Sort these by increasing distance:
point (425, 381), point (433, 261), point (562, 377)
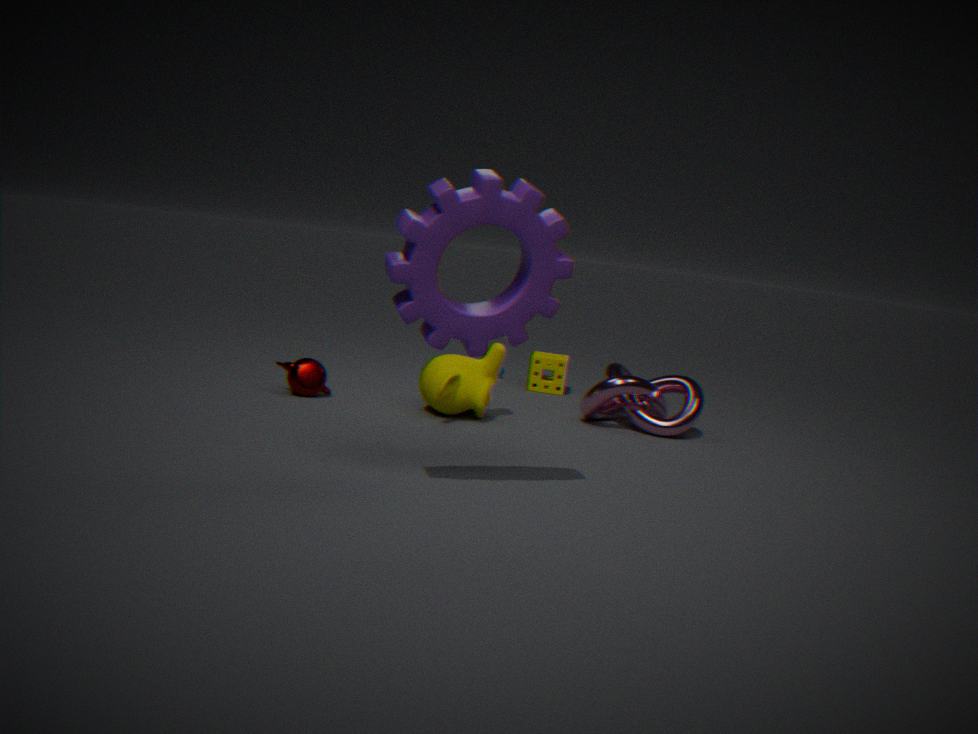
1. point (433, 261)
2. point (425, 381)
3. point (562, 377)
